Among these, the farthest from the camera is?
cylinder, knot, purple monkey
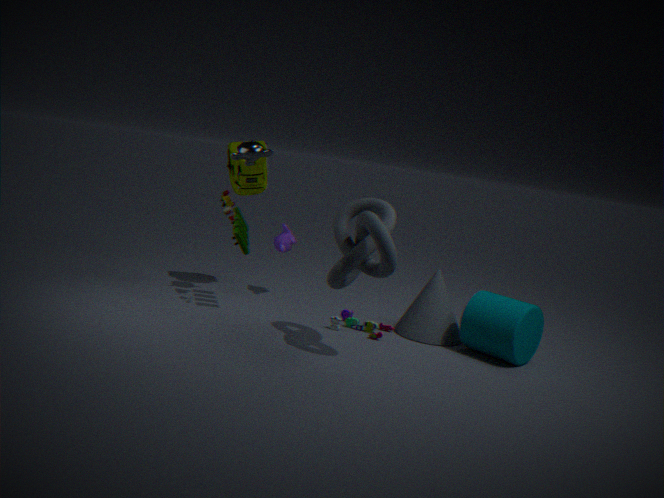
purple monkey
